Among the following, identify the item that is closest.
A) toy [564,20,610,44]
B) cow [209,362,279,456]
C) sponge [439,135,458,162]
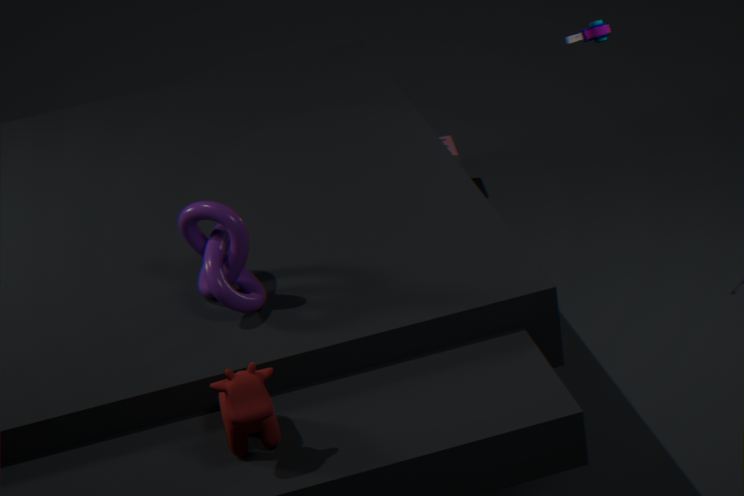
cow [209,362,279,456]
